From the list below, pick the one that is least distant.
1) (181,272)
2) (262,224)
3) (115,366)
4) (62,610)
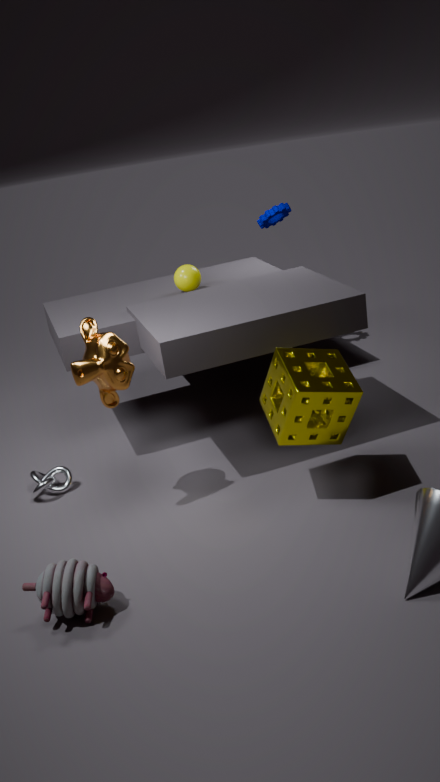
4. (62,610)
